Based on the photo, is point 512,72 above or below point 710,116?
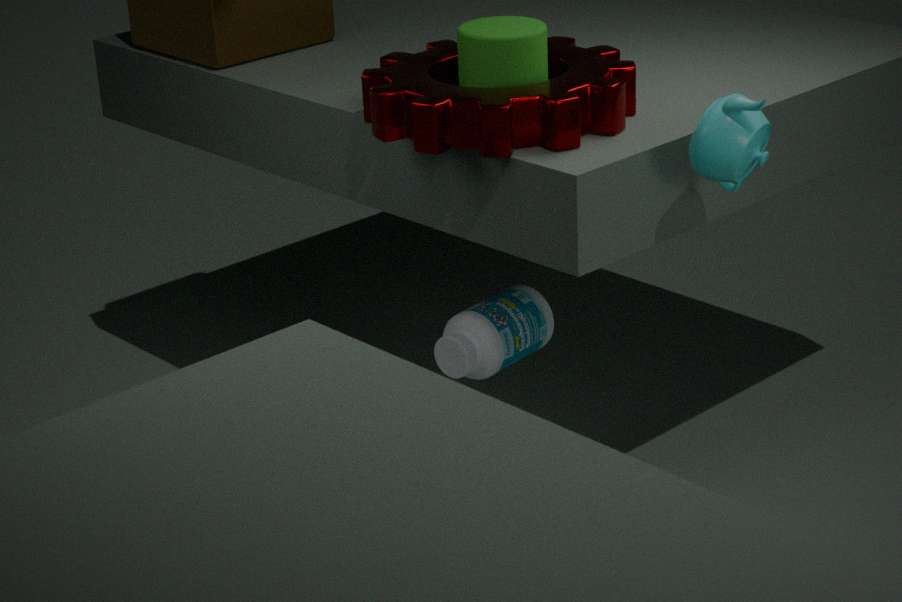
above
